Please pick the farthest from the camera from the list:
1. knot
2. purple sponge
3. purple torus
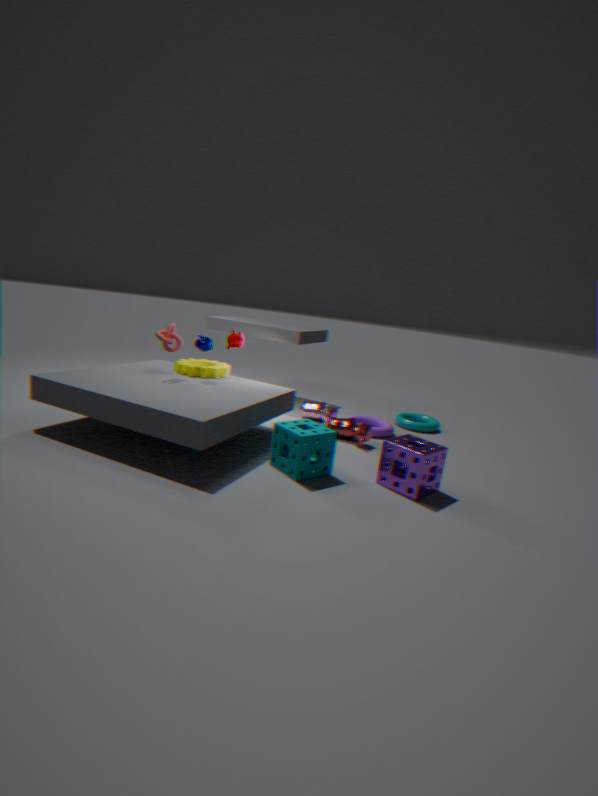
purple torus
